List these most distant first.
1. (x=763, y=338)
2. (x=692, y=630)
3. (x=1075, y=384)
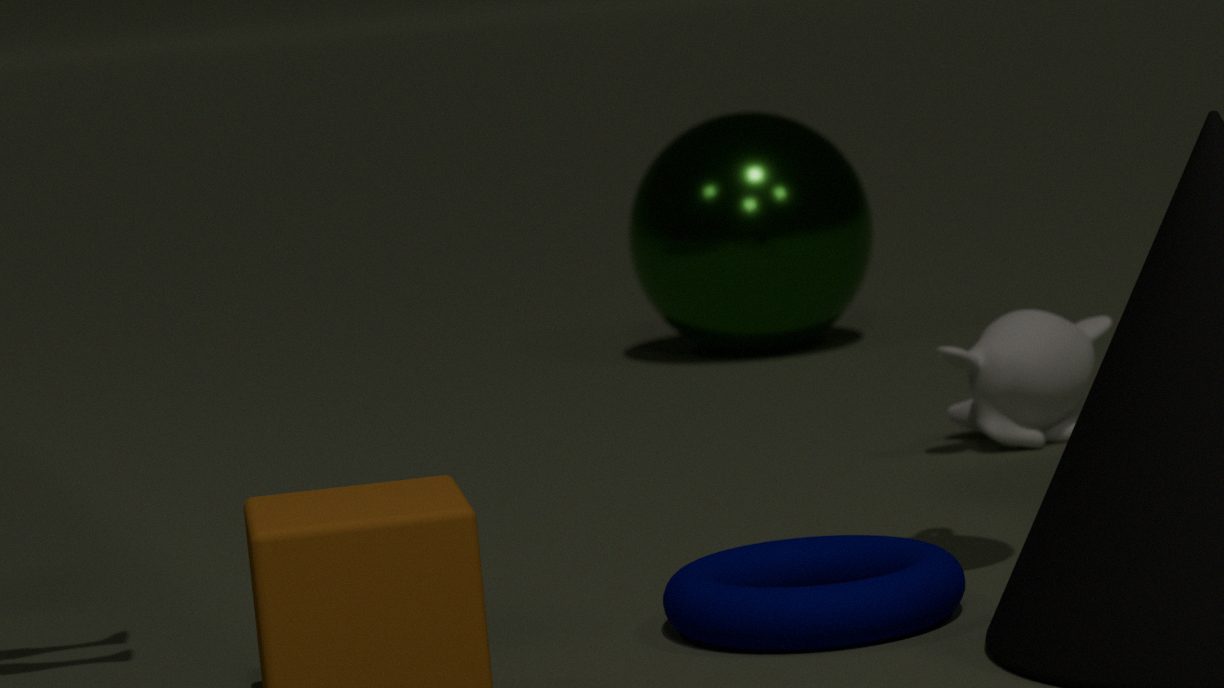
1. (x=763, y=338)
2. (x=1075, y=384)
3. (x=692, y=630)
